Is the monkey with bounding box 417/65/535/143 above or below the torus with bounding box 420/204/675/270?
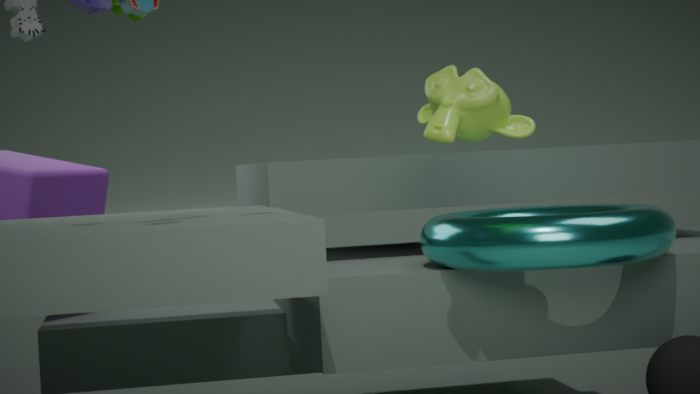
above
